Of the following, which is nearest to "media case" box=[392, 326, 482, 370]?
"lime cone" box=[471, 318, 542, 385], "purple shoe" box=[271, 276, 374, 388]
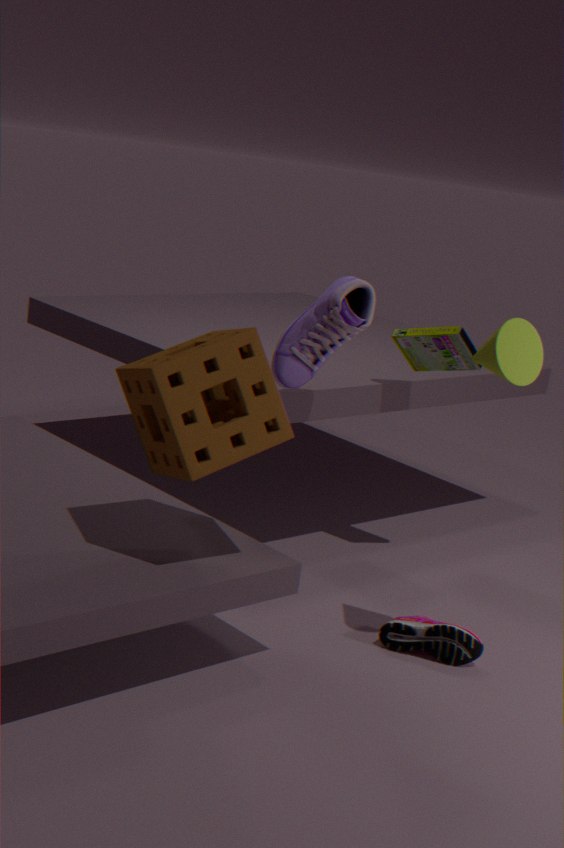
"purple shoe" box=[271, 276, 374, 388]
